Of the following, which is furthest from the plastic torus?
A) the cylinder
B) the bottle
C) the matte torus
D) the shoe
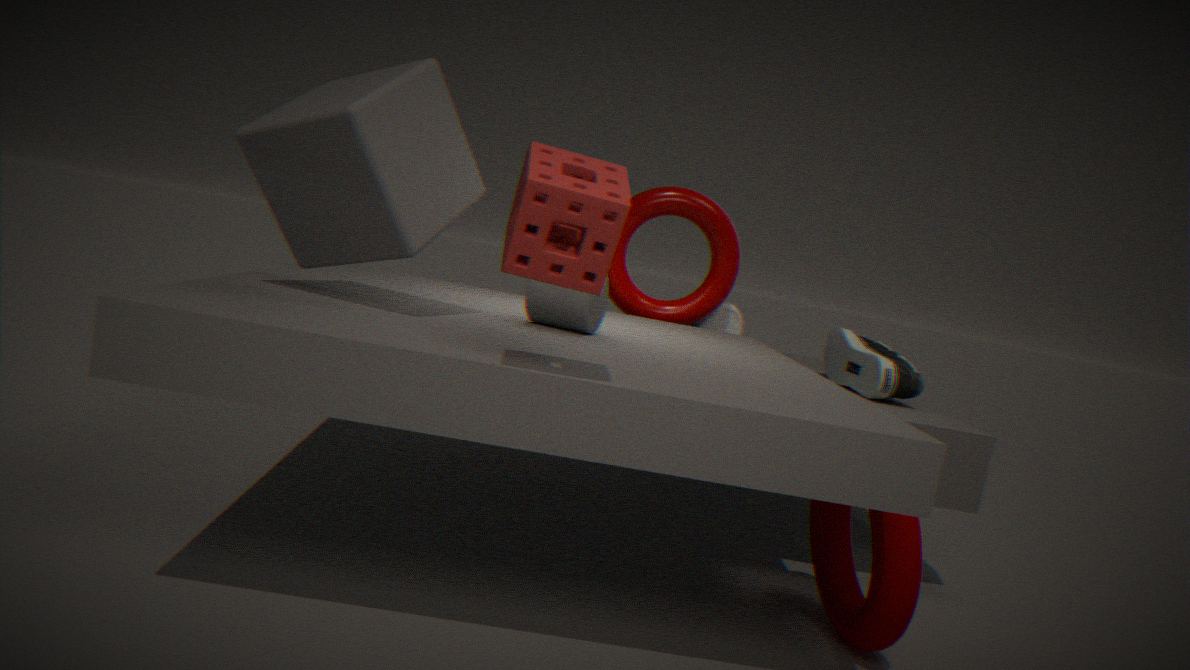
the matte torus
